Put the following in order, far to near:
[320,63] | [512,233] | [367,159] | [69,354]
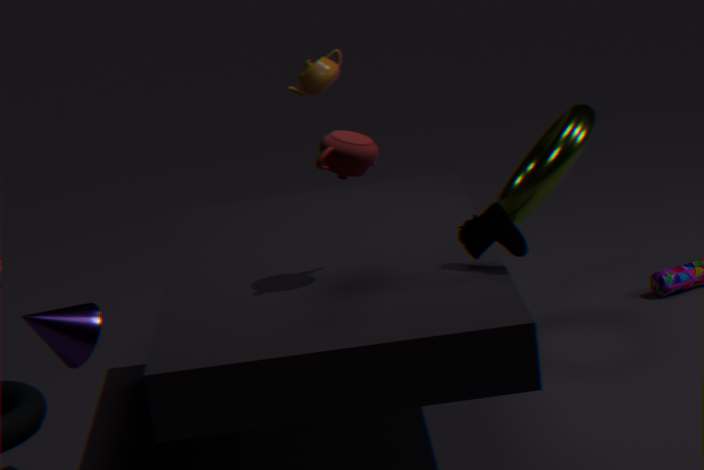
[320,63] → [69,354] → [512,233] → [367,159]
